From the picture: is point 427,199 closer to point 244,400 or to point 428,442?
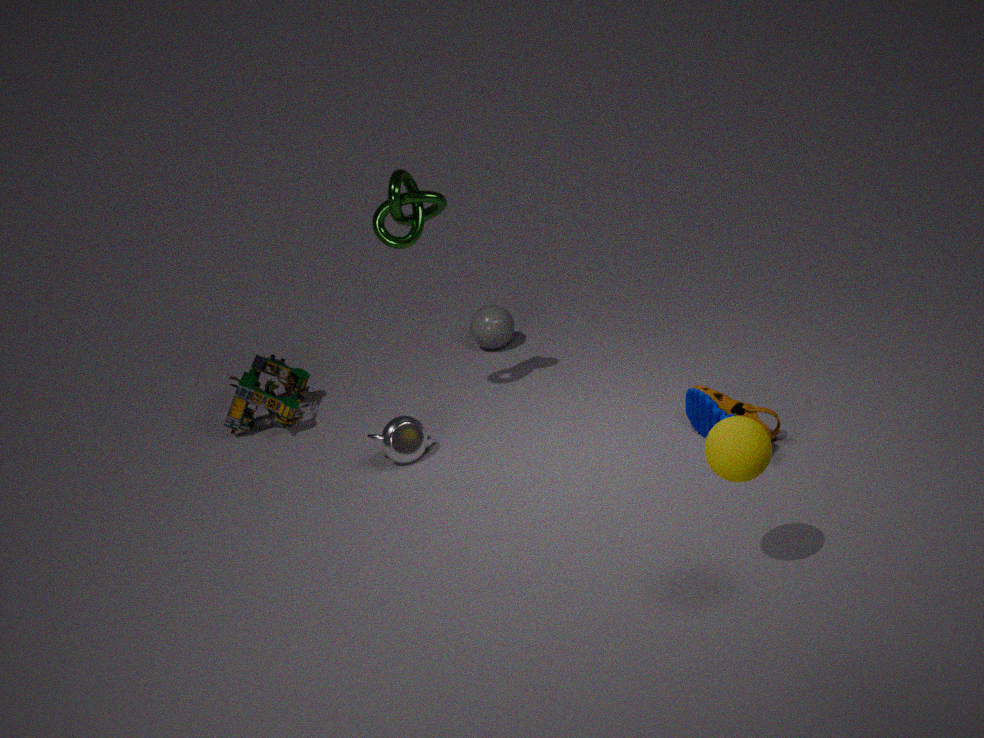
point 428,442
